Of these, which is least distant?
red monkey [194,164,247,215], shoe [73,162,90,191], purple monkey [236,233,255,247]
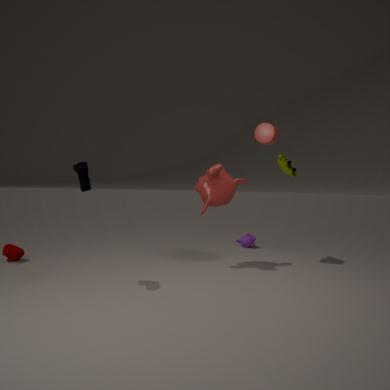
shoe [73,162,90,191]
